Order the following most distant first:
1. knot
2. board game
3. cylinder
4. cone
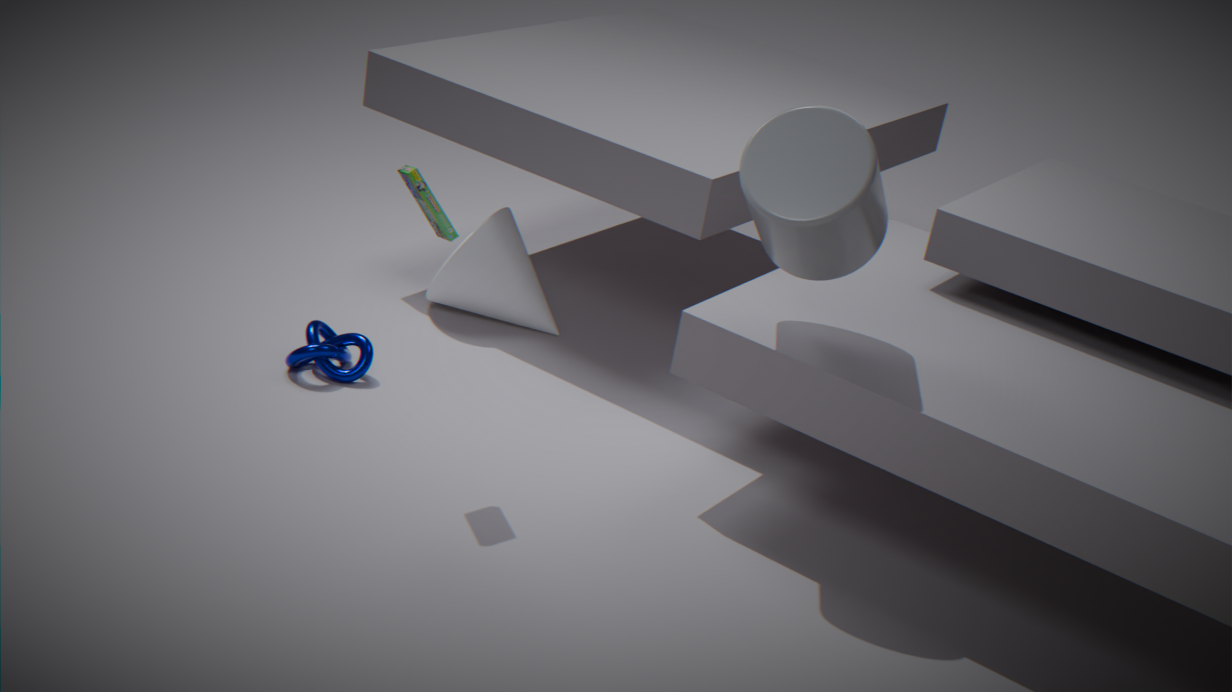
1. cone
2. knot
3. board game
4. cylinder
